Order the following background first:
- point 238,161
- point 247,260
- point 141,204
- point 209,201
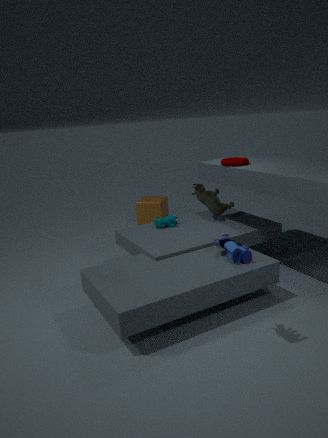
point 141,204, point 238,161, point 247,260, point 209,201
